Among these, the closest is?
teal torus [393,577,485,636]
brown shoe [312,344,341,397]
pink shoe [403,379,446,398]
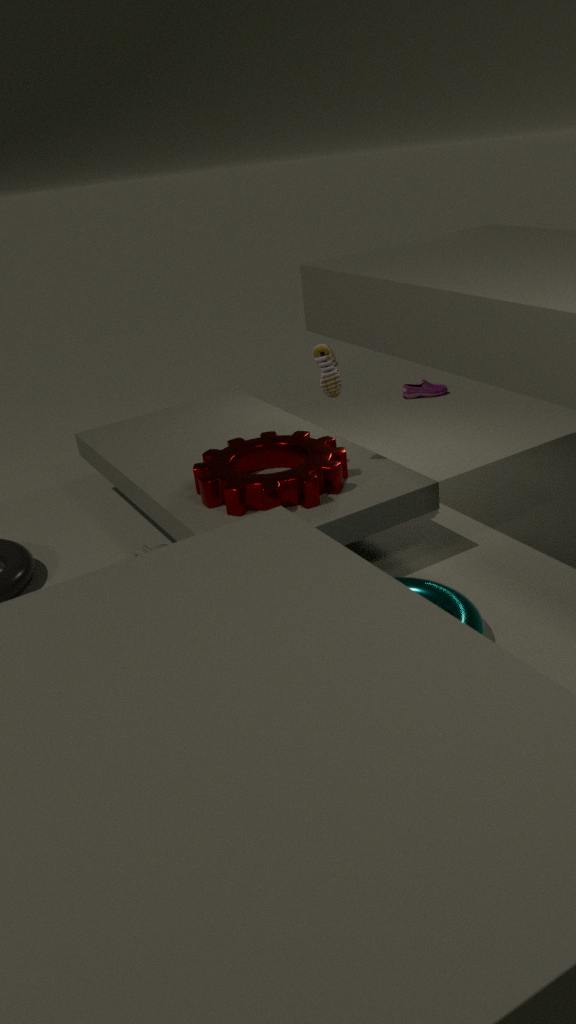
teal torus [393,577,485,636]
